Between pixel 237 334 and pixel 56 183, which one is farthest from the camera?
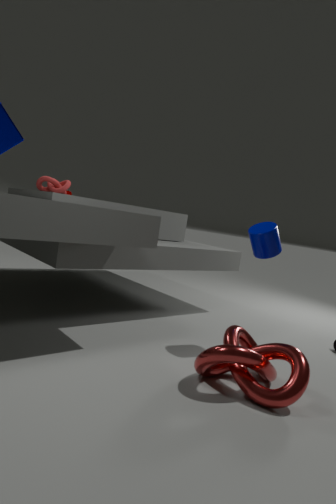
pixel 56 183
